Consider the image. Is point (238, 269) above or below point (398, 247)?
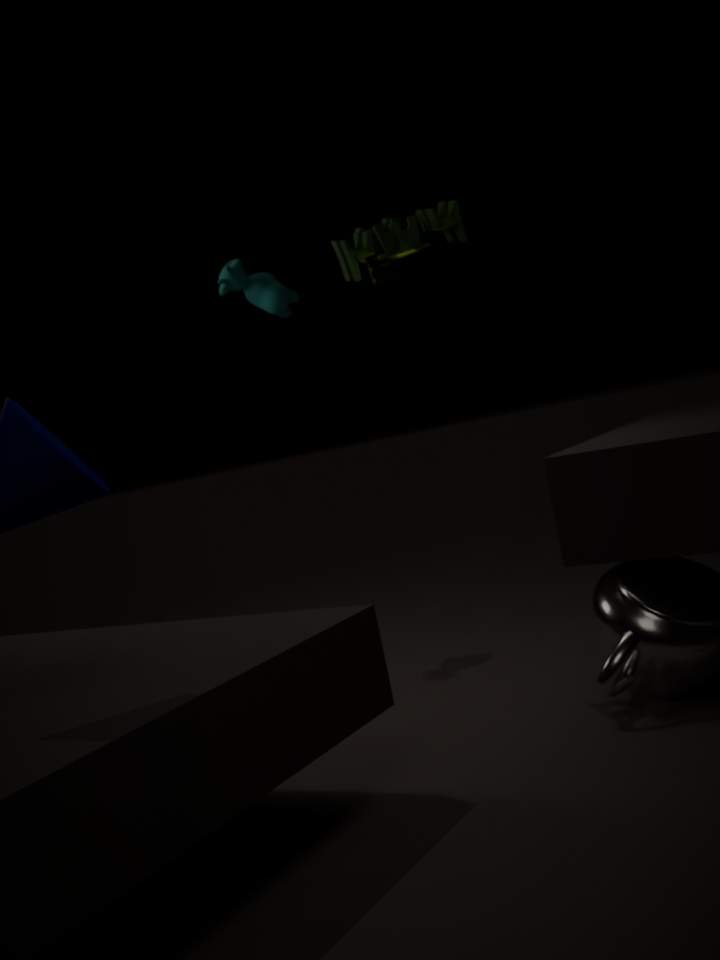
above
